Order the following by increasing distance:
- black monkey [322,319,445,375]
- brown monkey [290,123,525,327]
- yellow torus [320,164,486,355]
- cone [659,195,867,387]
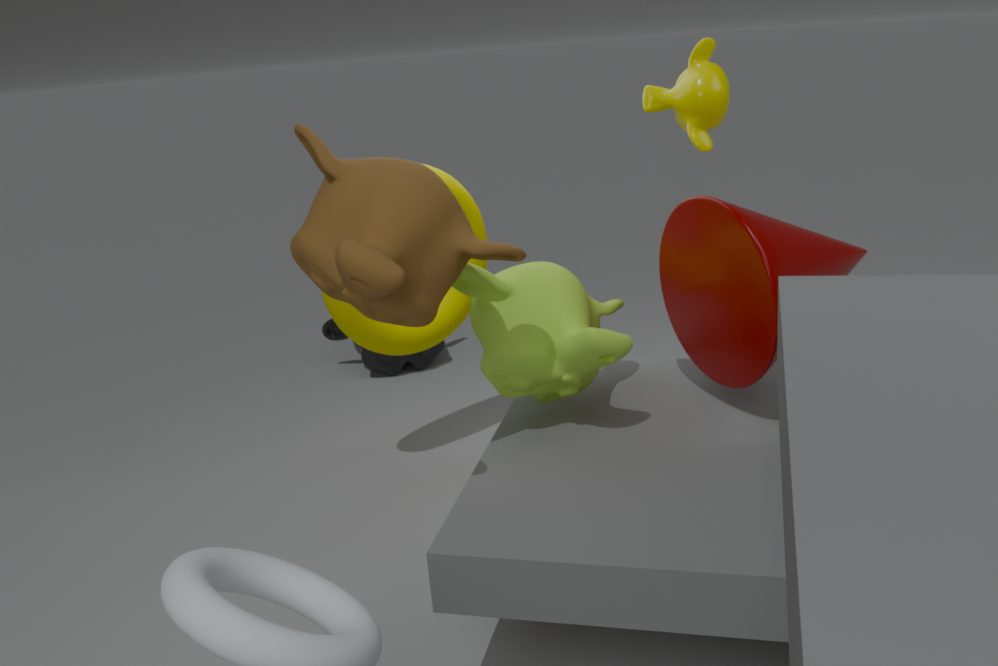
brown monkey [290,123,525,327] < cone [659,195,867,387] < yellow torus [320,164,486,355] < black monkey [322,319,445,375]
